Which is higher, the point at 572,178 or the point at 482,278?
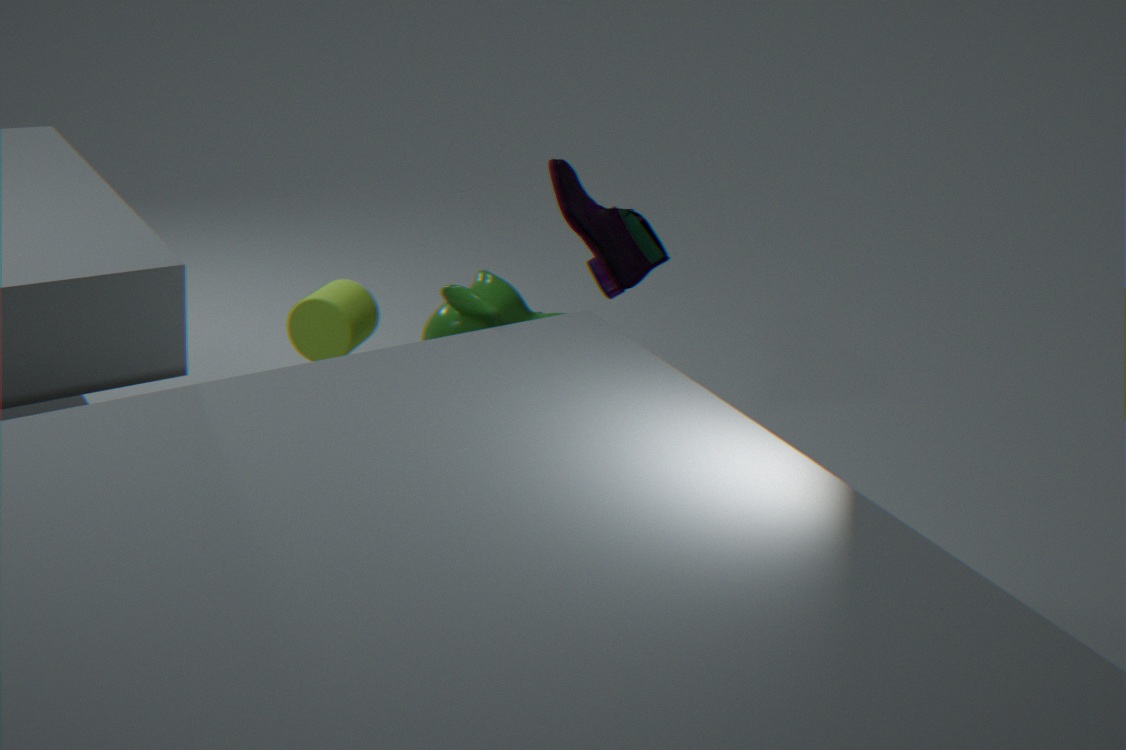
the point at 572,178
